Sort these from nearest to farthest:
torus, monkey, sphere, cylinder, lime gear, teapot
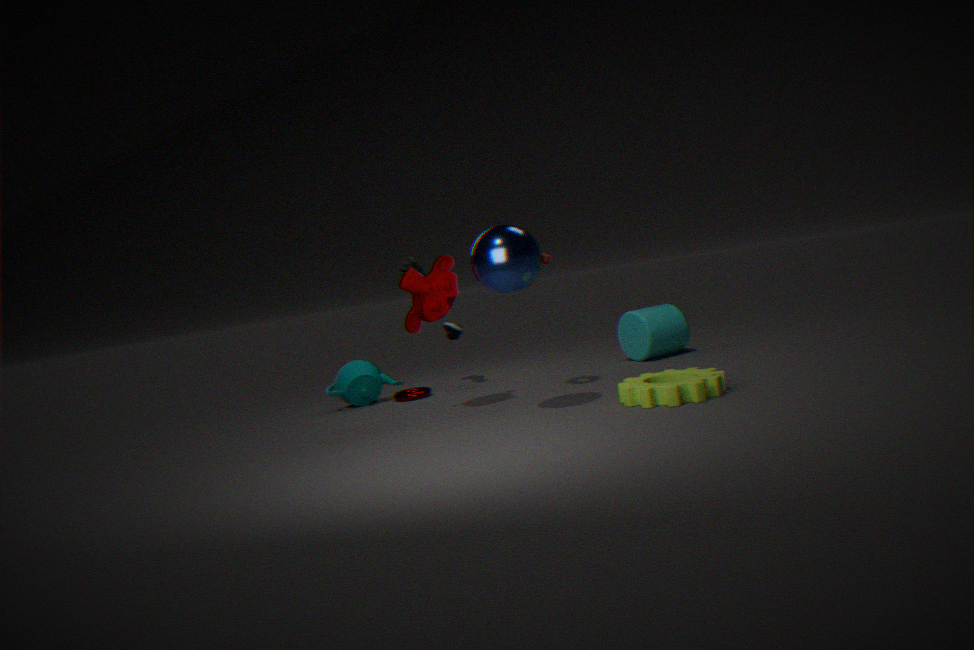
1. lime gear
2. sphere
3. monkey
4. torus
5. teapot
6. cylinder
